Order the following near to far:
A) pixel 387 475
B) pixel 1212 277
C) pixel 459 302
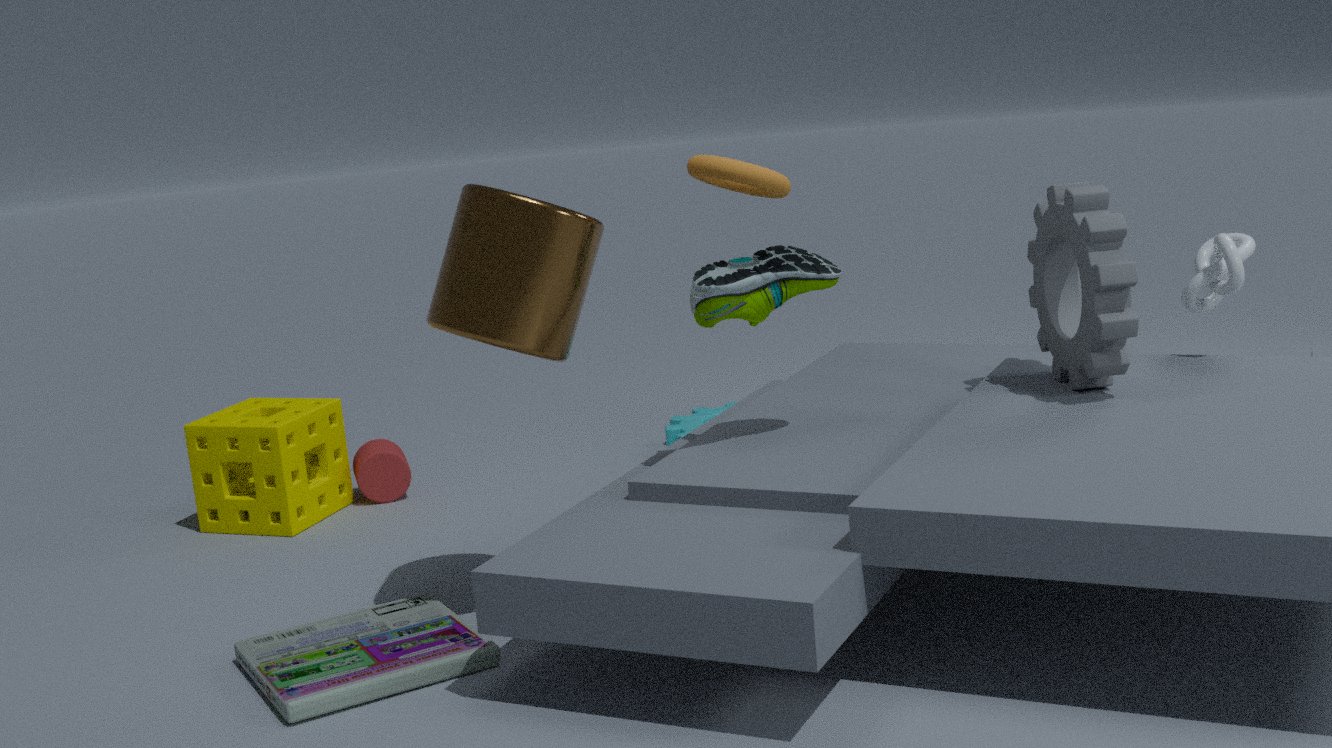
pixel 459 302 → pixel 1212 277 → pixel 387 475
